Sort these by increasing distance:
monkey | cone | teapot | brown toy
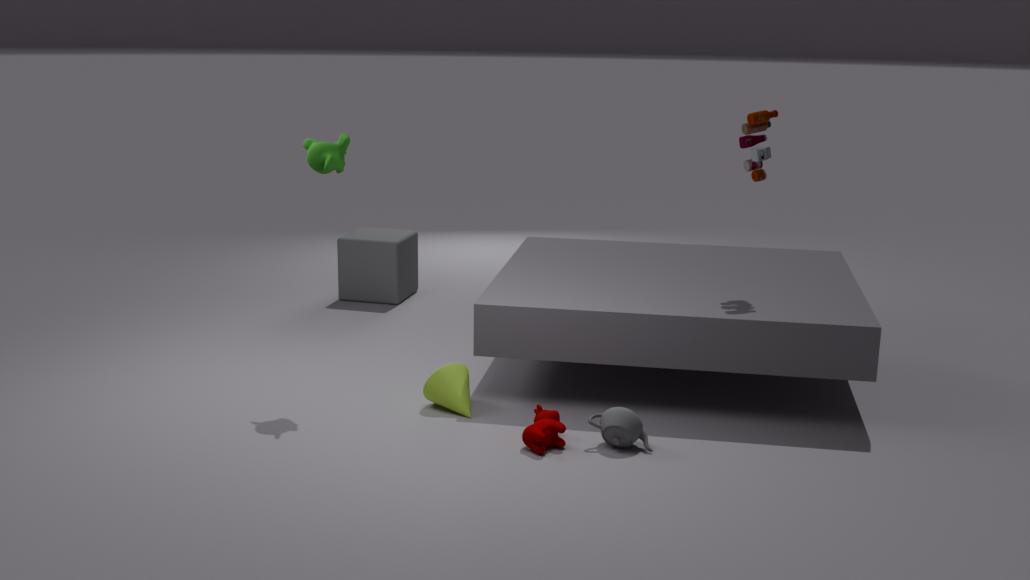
teapot < monkey < cone < brown toy
